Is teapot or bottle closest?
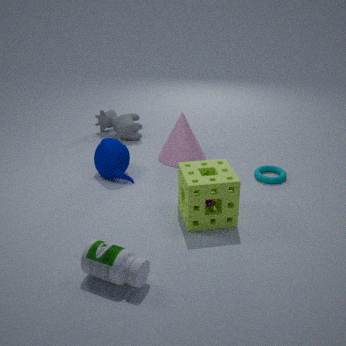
bottle
